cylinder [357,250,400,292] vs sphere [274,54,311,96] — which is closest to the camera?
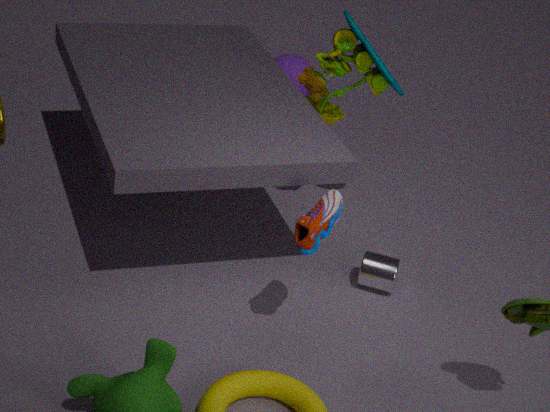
cylinder [357,250,400,292]
